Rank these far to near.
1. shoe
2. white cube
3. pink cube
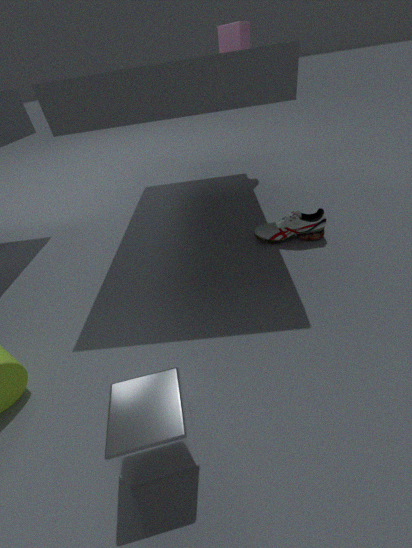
pink cube, shoe, white cube
